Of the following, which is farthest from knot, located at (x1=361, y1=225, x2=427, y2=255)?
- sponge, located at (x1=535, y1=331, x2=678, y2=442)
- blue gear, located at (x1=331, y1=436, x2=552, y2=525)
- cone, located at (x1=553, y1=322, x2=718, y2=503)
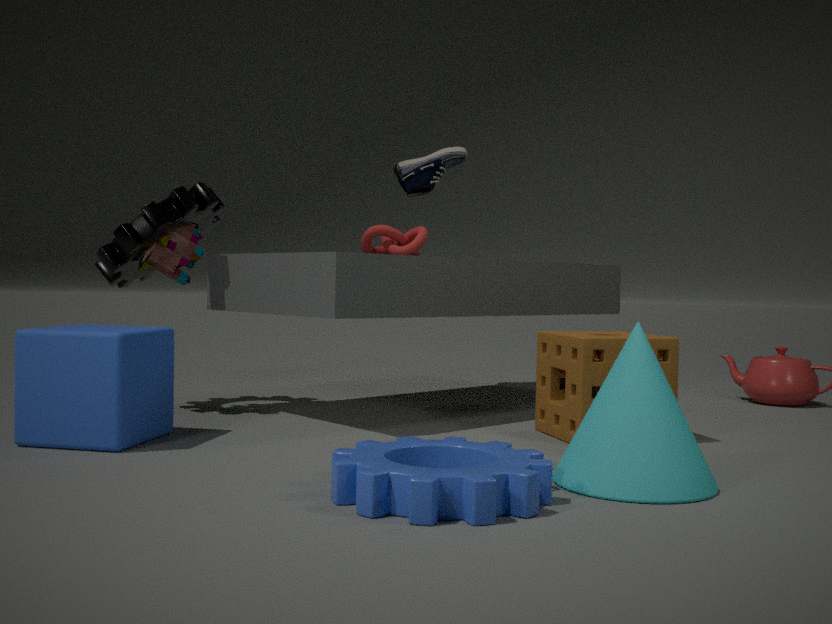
cone, located at (x1=553, y1=322, x2=718, y2=503)
